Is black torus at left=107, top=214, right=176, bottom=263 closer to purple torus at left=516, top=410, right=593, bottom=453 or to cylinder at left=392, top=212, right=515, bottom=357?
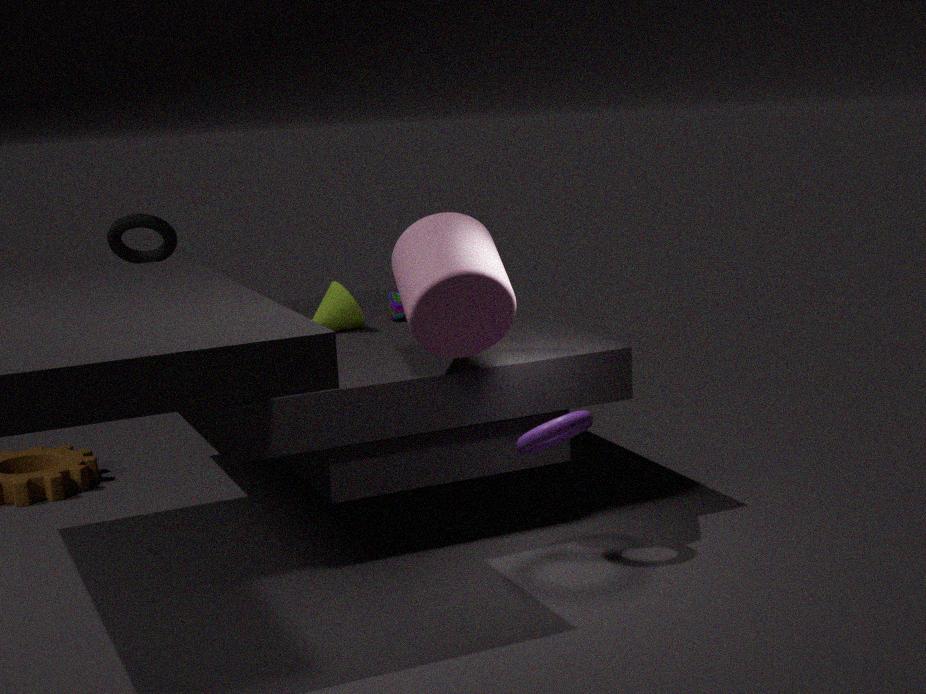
cylinder at left=392, top=212, right=515, bottom=357
